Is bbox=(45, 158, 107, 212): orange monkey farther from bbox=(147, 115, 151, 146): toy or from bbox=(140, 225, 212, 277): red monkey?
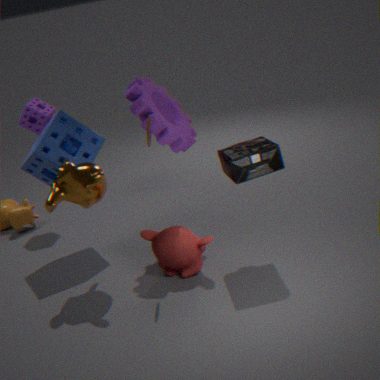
bbox=(140, 225, 212, 277): red monkey
